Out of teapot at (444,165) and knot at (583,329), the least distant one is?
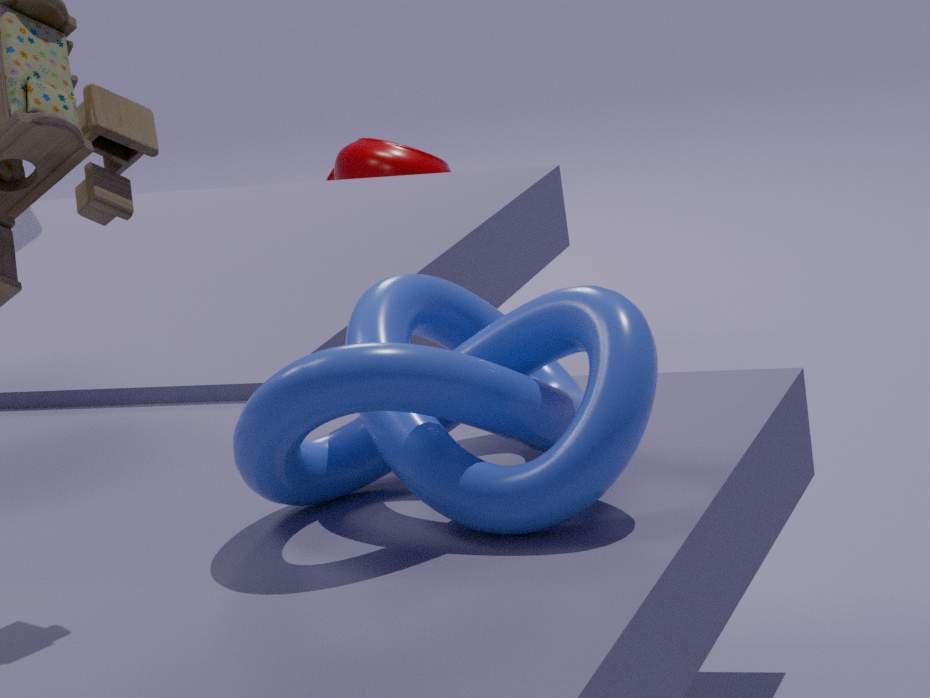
knot at (583,329)
